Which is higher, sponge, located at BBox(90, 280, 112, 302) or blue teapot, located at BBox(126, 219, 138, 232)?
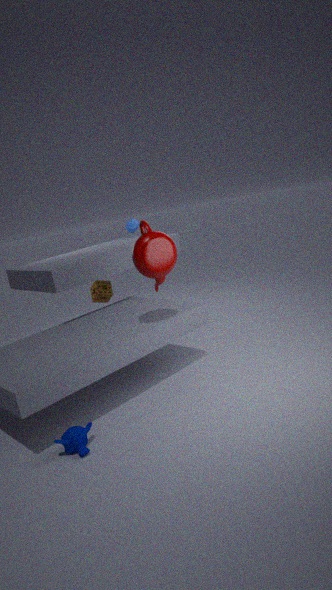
blue teapot, located at BBox(126, 219, 138, 232)
